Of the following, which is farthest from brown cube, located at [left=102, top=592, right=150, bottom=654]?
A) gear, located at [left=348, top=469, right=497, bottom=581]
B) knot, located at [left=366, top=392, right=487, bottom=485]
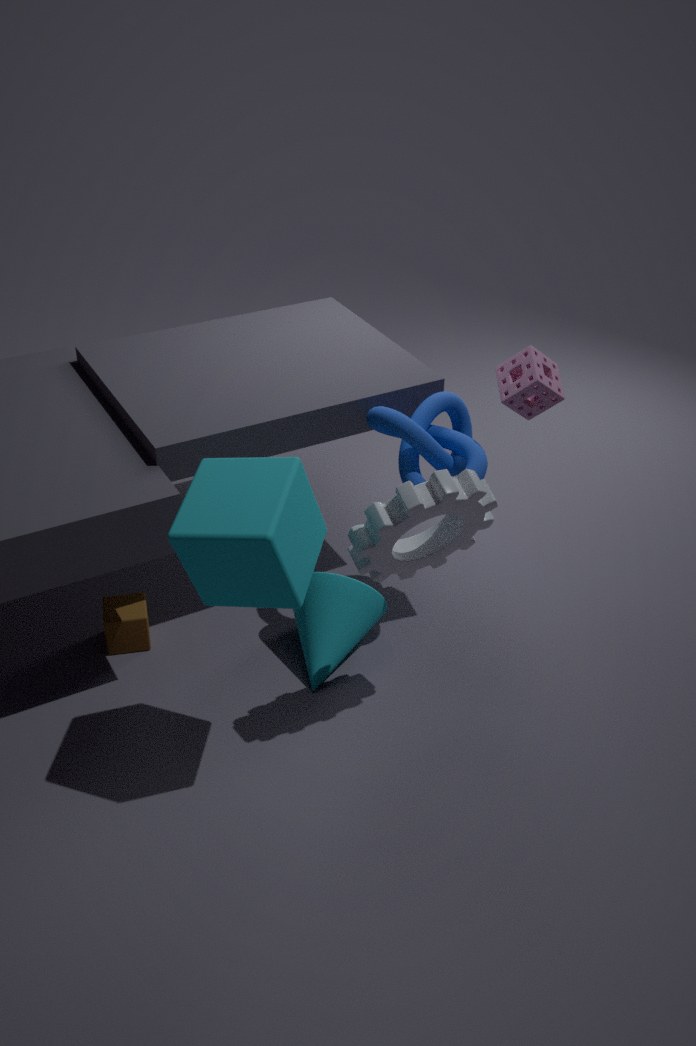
knot, located at [left=366, top=392, right=487, bottom=485]
